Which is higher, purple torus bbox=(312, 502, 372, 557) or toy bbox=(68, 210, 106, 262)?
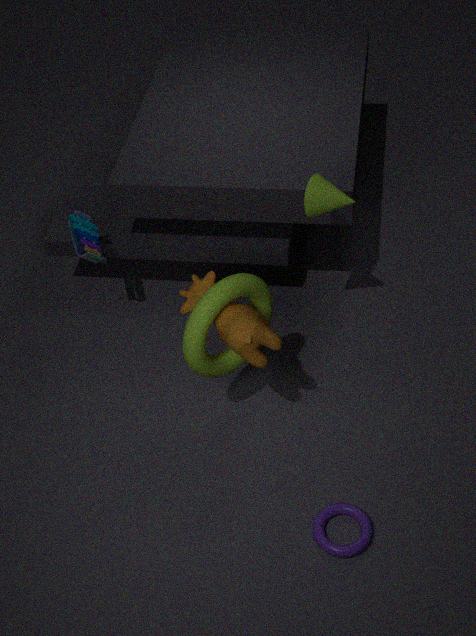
toy bbox=(68, 210, 106, 262)
